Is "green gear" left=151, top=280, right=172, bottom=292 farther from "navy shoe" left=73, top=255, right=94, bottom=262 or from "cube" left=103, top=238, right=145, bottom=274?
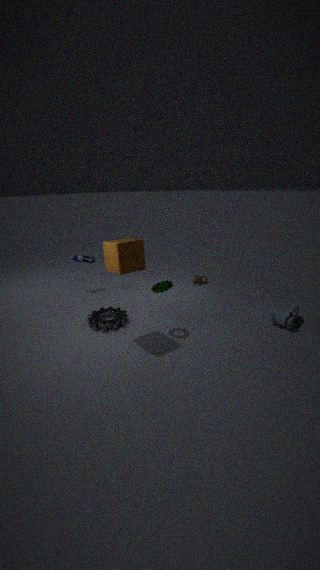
"navy shoe" left=73, top=255, right=94, bottom=262
